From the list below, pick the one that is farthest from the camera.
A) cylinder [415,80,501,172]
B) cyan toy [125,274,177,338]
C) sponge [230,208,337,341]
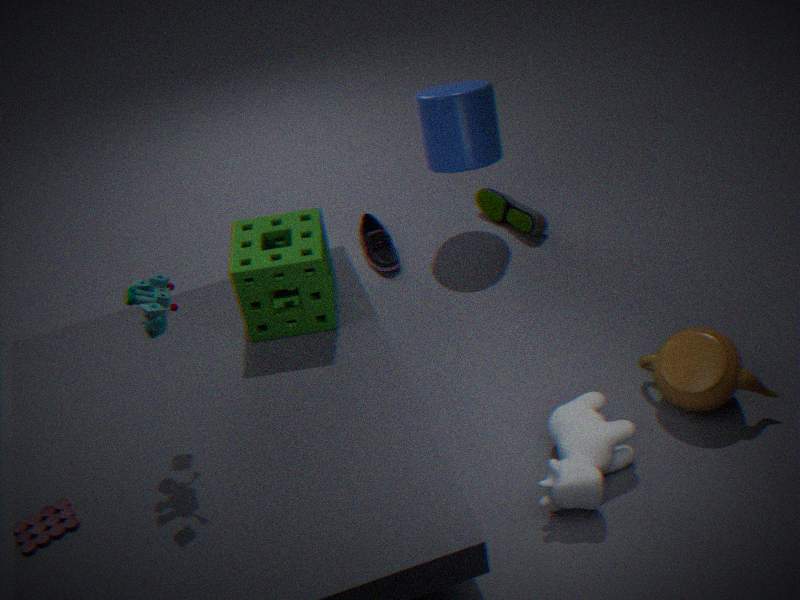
cylinder [415,80,501,172]
